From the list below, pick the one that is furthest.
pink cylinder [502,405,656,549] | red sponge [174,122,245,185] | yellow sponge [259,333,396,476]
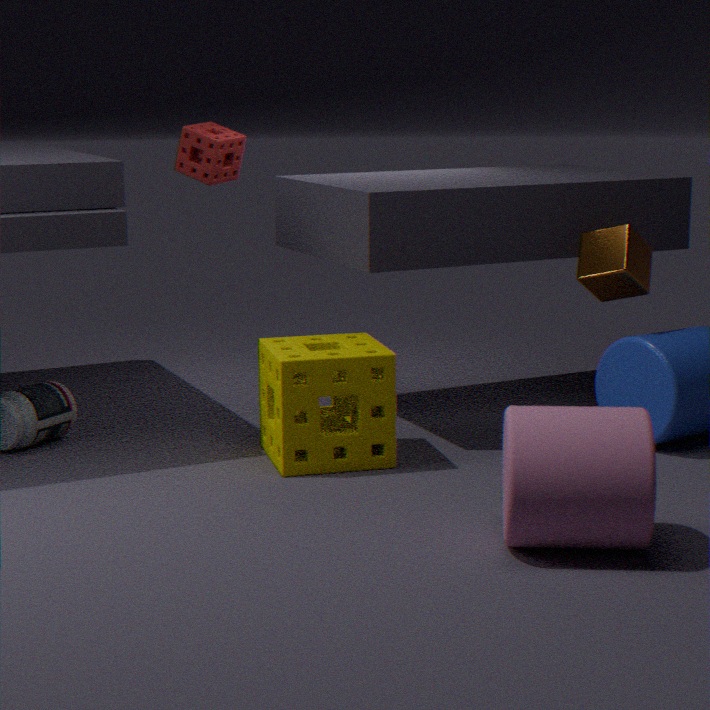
red sponge [174,122,245,185]
